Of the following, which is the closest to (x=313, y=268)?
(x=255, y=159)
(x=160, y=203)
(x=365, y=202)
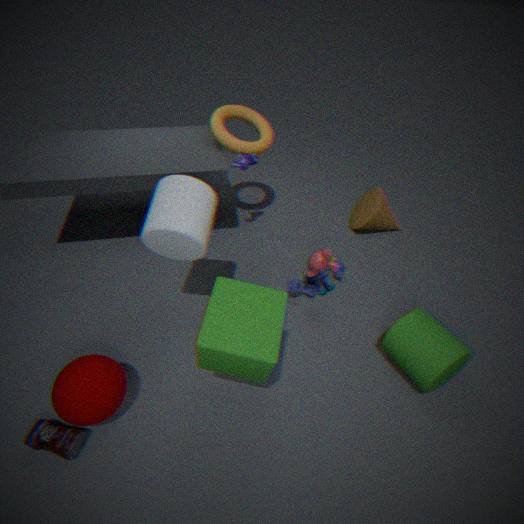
(x=160, y=203)
